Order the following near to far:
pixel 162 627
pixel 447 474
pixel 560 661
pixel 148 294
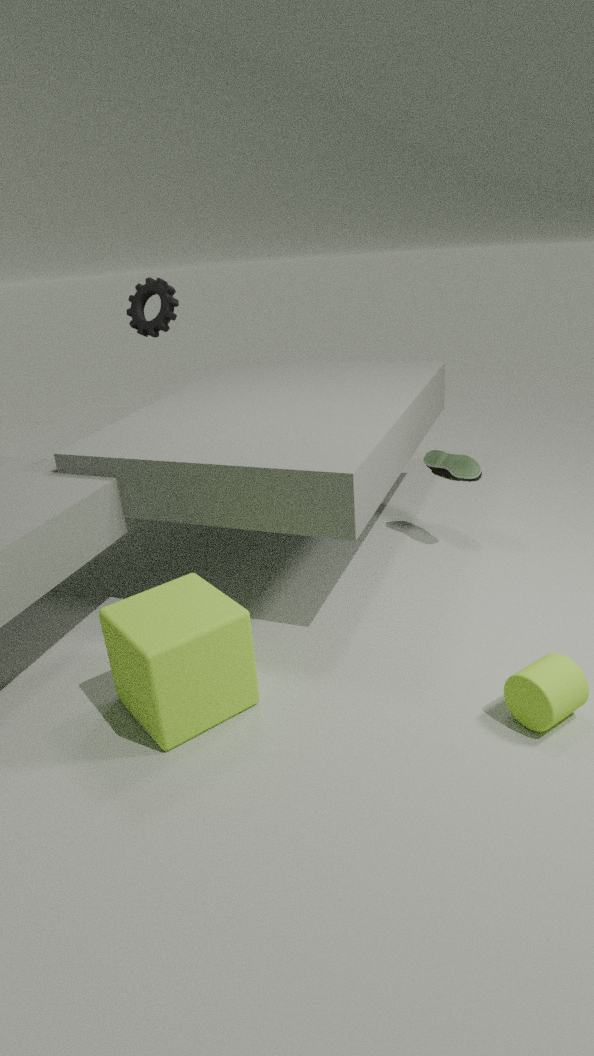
pixel 162 627 → pixel 560 661 → pixel 447 474 → pixel 148 294
